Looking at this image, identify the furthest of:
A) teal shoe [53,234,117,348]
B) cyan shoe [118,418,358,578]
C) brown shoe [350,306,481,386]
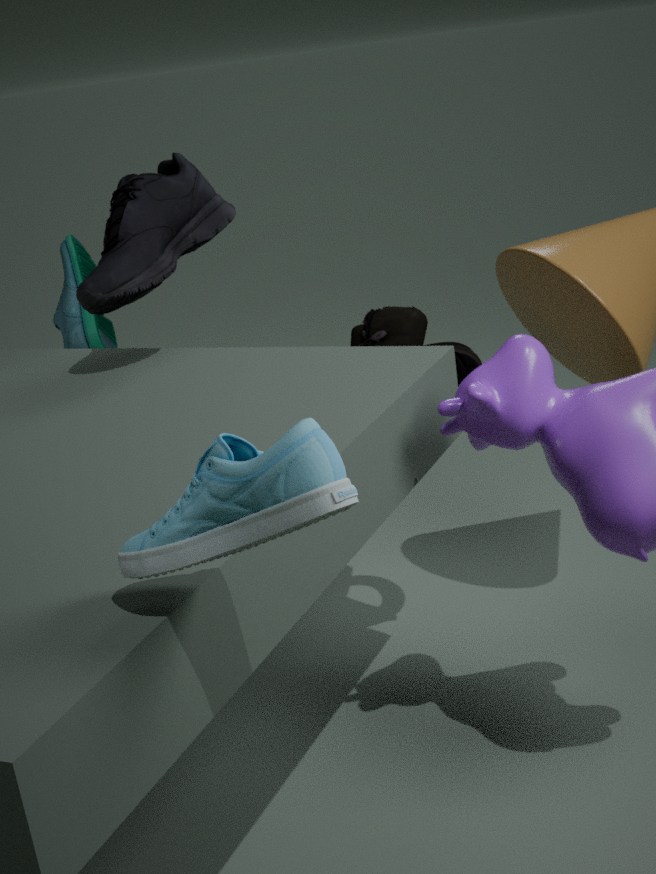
teal shoe [53,234,117,348]
